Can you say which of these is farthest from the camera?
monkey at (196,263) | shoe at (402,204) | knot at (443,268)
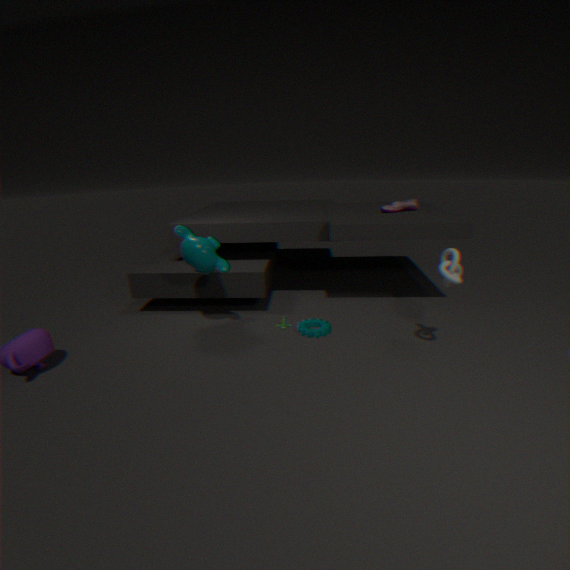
shoe at (402,204)
